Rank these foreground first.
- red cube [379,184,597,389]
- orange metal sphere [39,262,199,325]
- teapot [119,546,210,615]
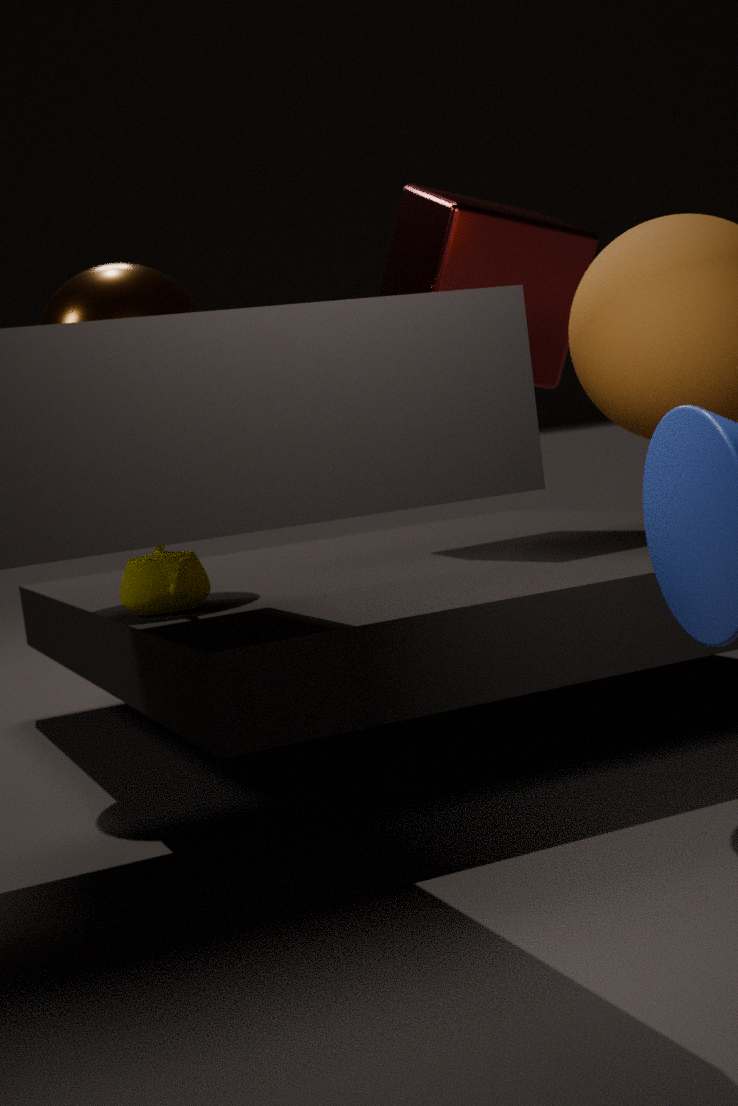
teapot [119,546,210,615], orange metal sphere [39,262,199,325], red cube [379,184,597,389]
